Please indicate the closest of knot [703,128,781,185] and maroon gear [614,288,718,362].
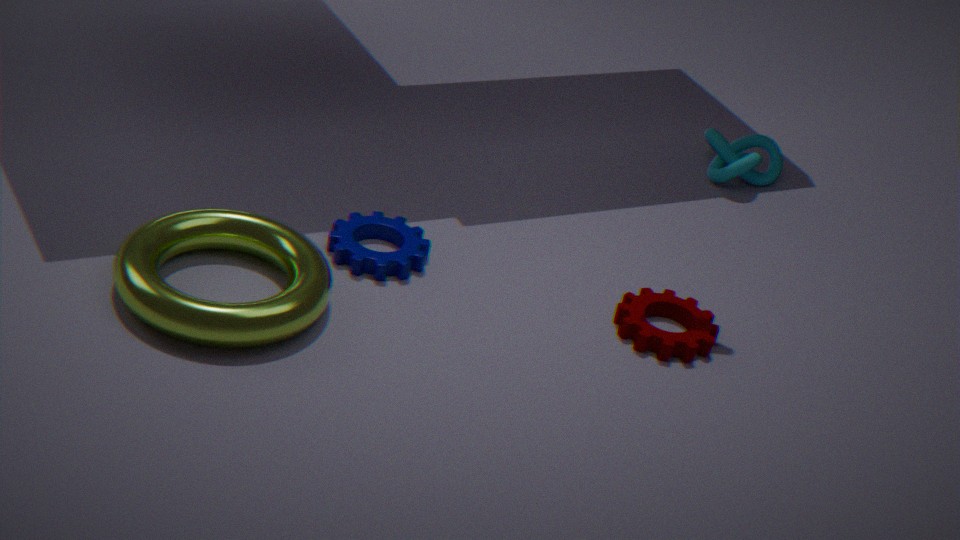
maroon gear [614,288,718,362]
